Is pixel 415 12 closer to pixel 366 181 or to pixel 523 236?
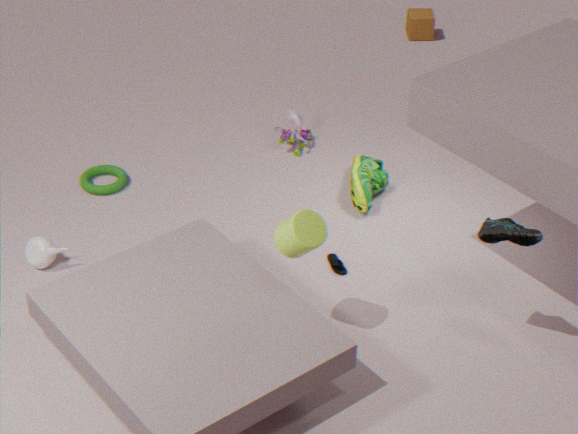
pixel 366 181
